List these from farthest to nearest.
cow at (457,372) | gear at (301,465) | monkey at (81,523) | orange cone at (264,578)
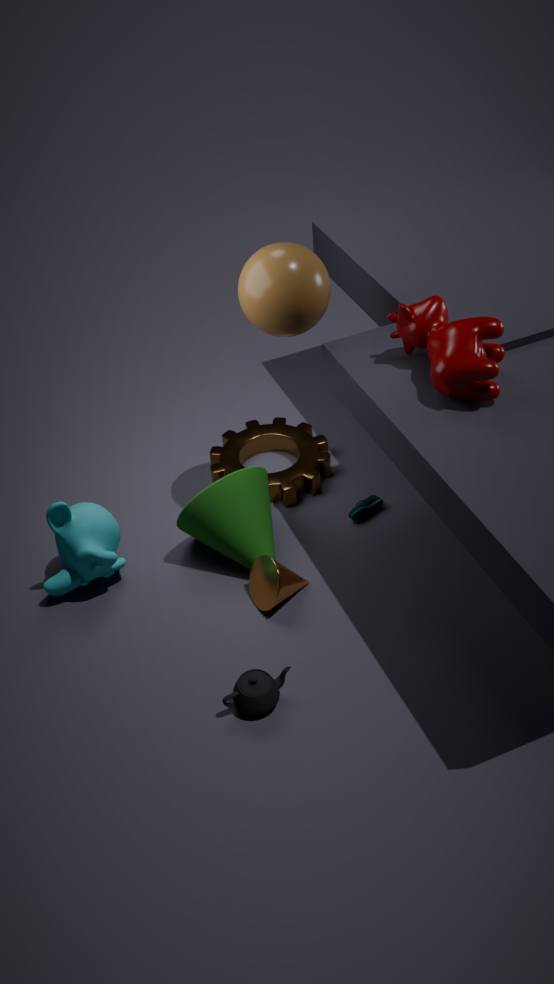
gear at (301,465)
monkey at (81,523)
orange cone at (264,578)
cow at (457,372)
